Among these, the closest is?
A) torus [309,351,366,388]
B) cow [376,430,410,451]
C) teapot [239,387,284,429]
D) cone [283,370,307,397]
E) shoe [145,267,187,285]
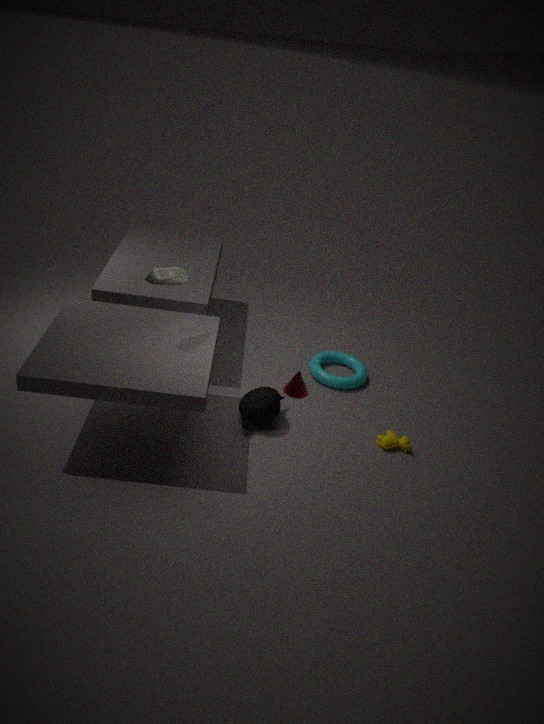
E. shoe [145,267,187,285]
